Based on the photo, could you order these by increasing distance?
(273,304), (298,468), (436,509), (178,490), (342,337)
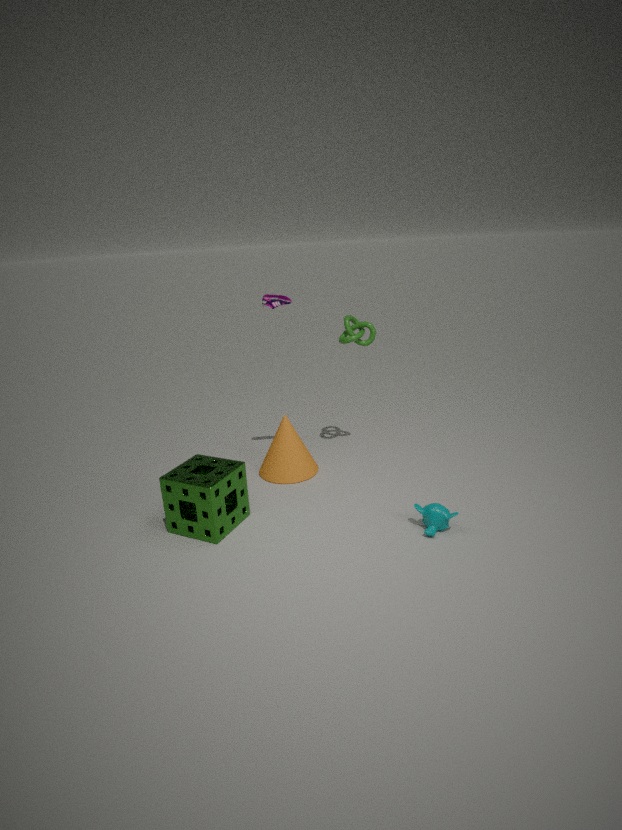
(436,509), (178,490), (273,304), (298,468), (342,337)
